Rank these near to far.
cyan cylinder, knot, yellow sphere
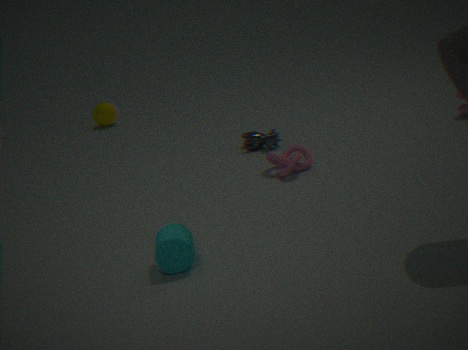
cyan cylinder
knot
yellow sphere
